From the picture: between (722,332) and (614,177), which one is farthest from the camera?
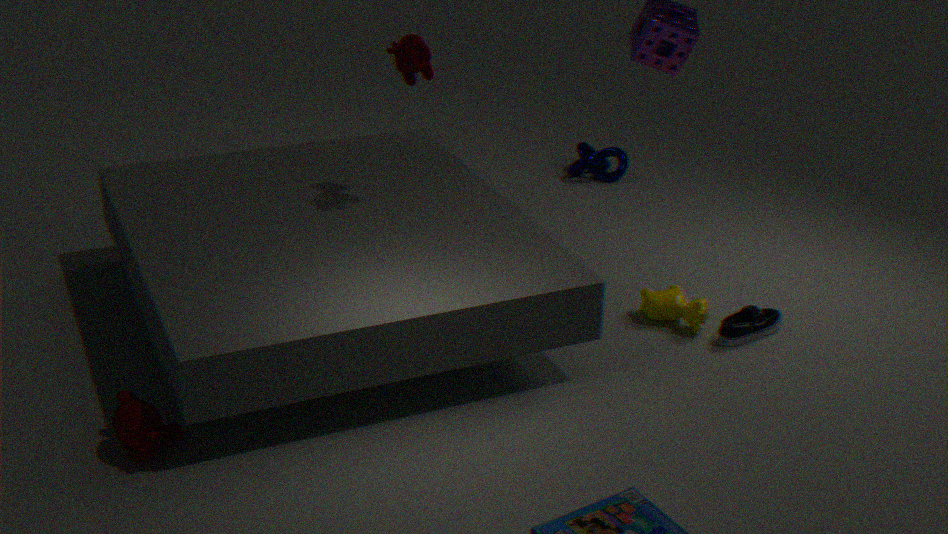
(614,177)
